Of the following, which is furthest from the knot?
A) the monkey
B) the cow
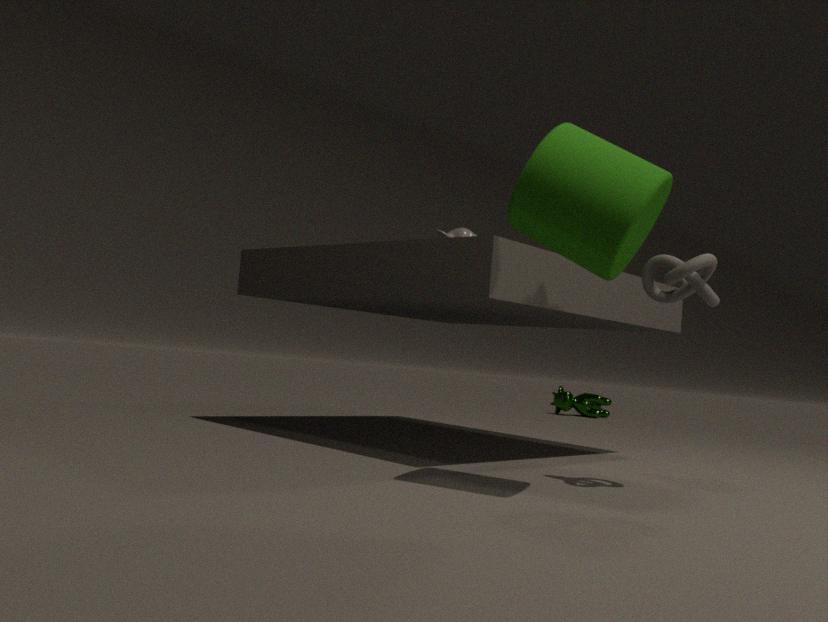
the cow
